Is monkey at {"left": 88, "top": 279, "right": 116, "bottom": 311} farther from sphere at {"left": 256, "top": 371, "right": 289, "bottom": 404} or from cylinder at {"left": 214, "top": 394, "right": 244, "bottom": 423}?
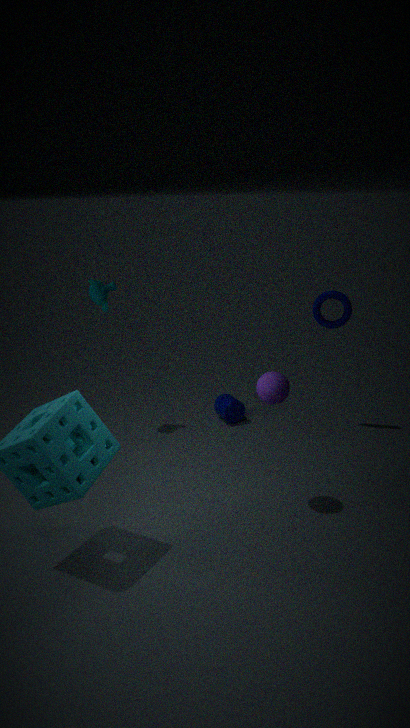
sphere at {"left": 256, "top": 371, "right": 289, "bottom": 404}
